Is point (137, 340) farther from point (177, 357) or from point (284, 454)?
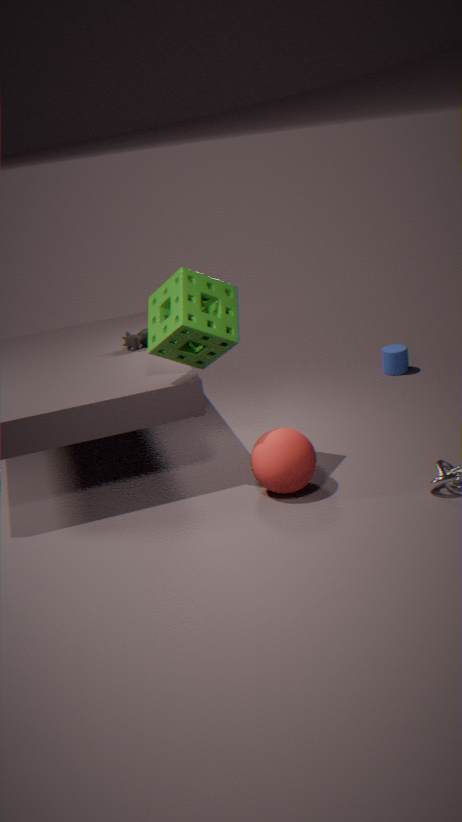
point (284, 454)
